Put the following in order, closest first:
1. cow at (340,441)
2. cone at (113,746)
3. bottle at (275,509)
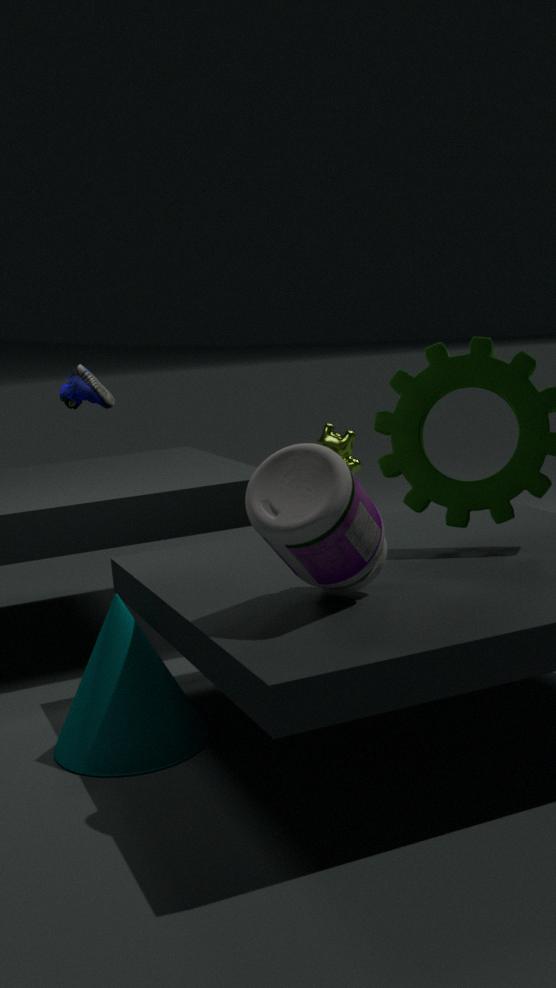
bottle at (275,509) → cone at (113,746) → cow at (340,441)
